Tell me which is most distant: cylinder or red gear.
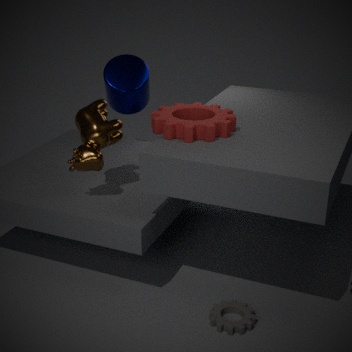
cylinder
